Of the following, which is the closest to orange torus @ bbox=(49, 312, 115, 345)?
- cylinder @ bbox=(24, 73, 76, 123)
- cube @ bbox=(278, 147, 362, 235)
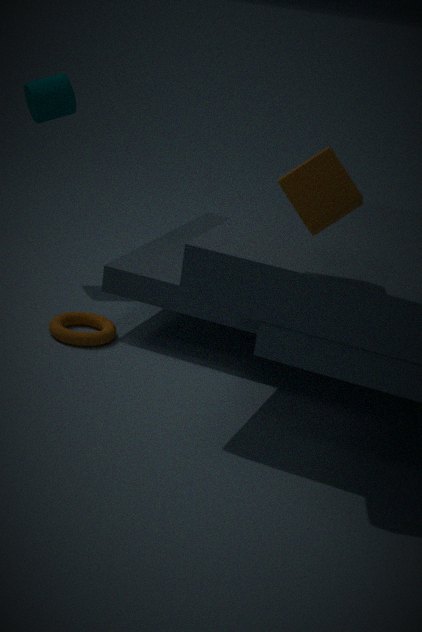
cylinder @ bbox=(24, 73, 76, 123)
